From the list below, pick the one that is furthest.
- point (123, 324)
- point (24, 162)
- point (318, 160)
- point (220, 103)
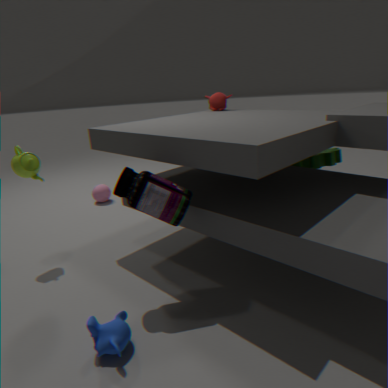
point (220, 103)
